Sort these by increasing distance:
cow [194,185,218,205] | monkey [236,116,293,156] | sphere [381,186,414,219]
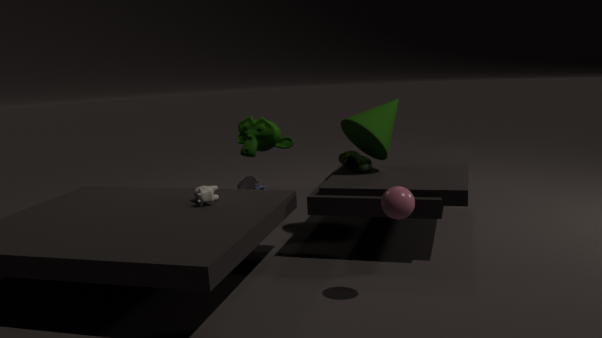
sphere [381,186,414,219], cow [194,185,218,205], monkey [236,116,293,156]
